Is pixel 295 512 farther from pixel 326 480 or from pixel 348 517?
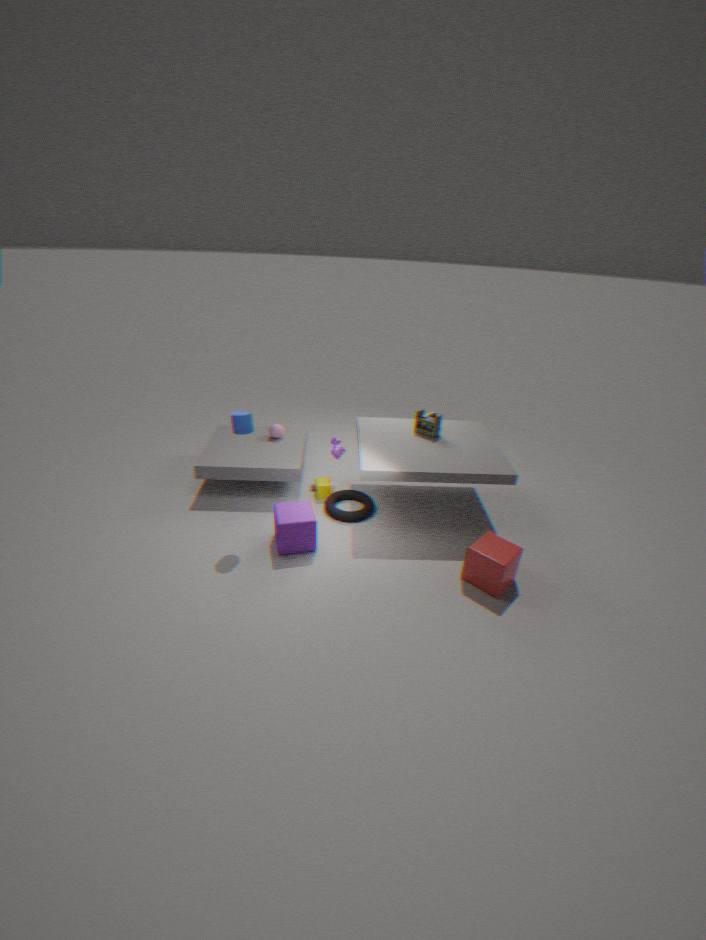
pixel 326 480
